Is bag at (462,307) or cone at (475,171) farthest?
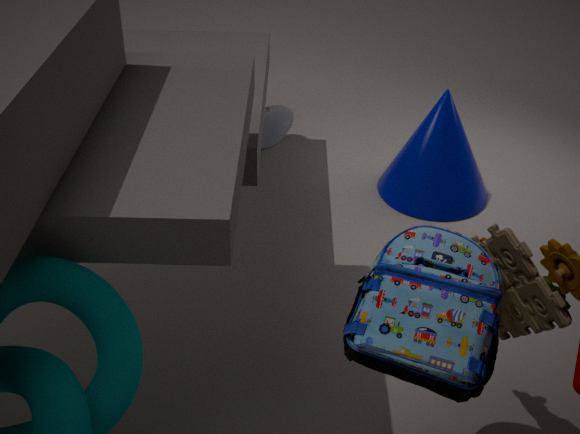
cone at (475,171)
